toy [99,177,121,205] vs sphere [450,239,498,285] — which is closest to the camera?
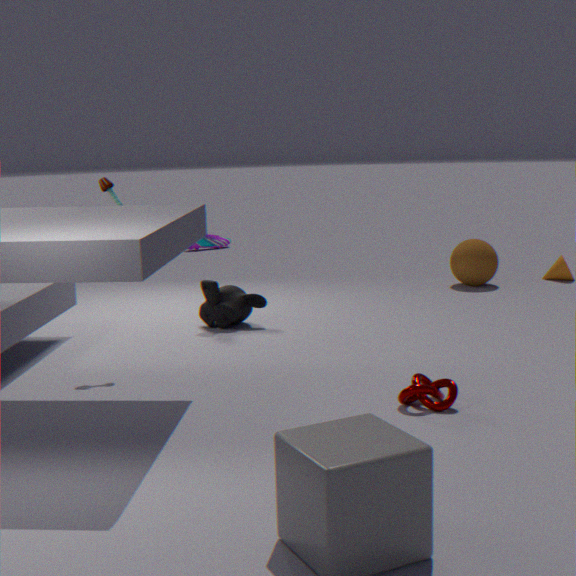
toy [99,177,121,205]
